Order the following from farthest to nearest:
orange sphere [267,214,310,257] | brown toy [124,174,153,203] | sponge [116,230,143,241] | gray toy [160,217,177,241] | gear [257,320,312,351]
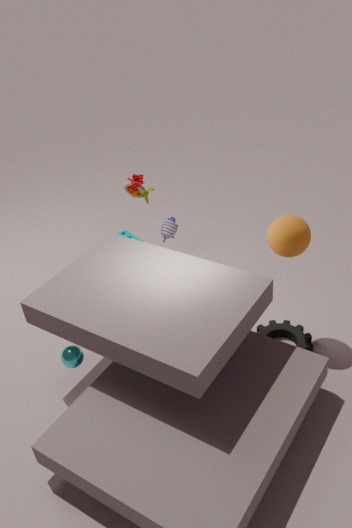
sponge [116,230,143,241] < brown toy [124,174,153,203] < gray toy [160,217,177,241] < gear [257,320,312,351] < orange sphere [267,214,310,257]
